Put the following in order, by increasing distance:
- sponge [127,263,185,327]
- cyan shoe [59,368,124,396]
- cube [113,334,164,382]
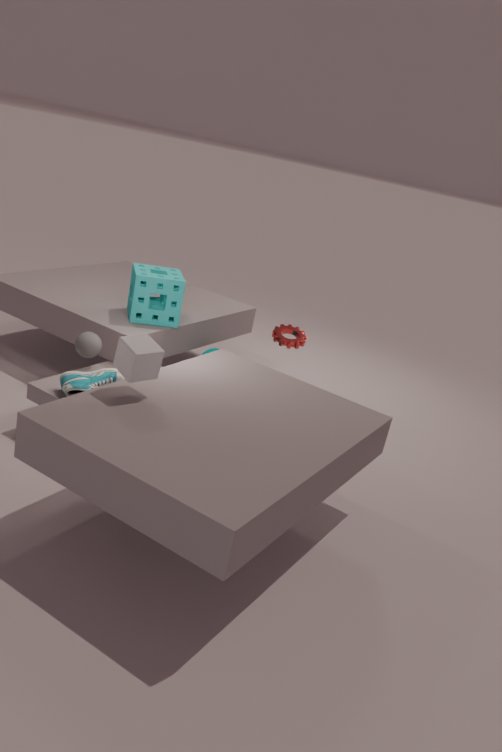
cube [113,334,164,382]
cyan shoe [59,368,124,396]
sponge [127,263,185,327]
